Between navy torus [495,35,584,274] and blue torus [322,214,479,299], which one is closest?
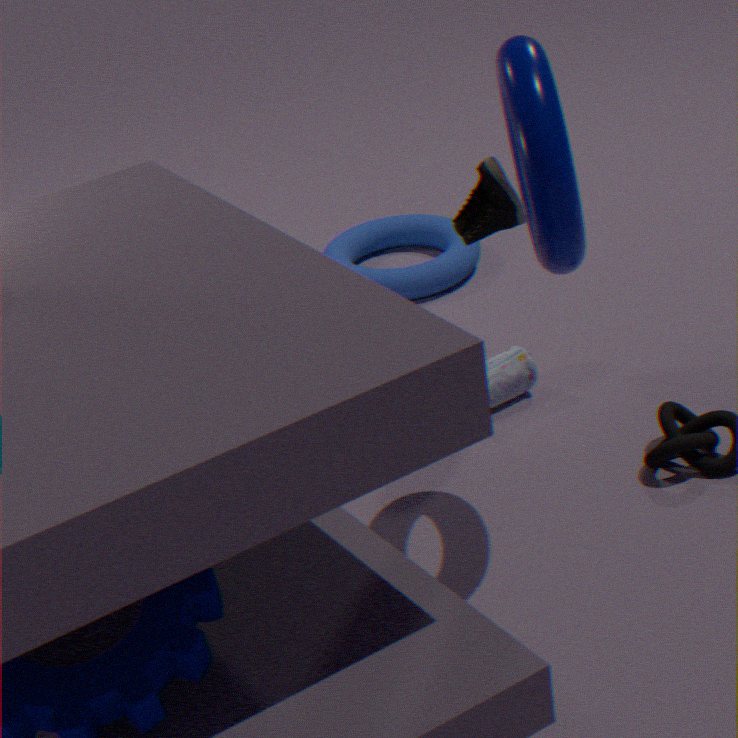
navy torus [495,35,584,274]
